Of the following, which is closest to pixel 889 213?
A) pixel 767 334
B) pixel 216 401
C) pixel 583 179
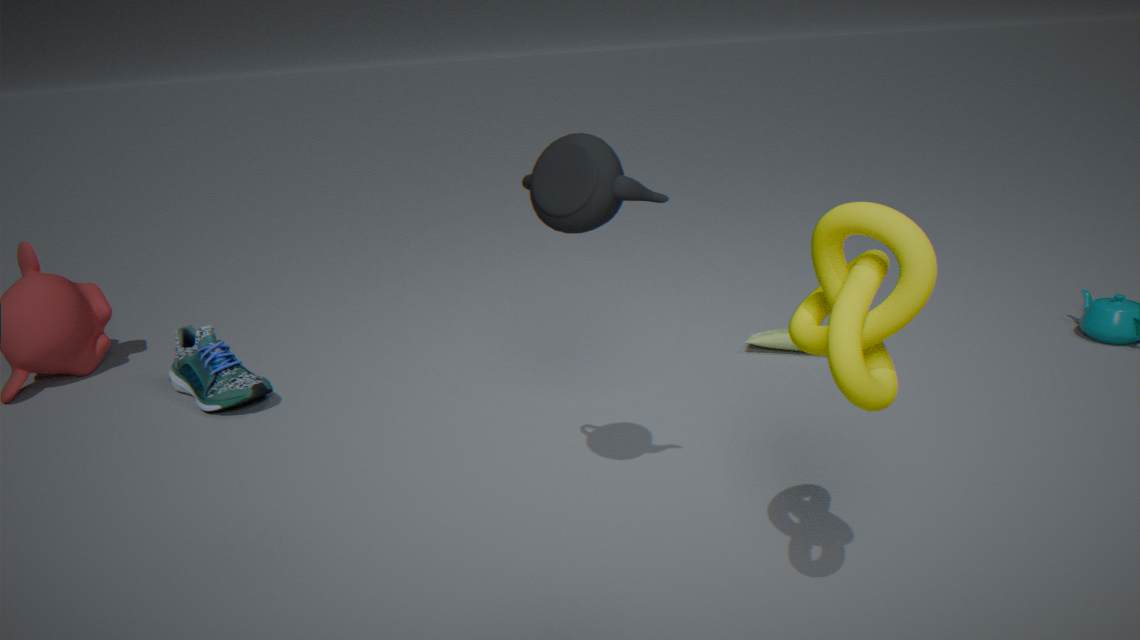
pixel 583 179
